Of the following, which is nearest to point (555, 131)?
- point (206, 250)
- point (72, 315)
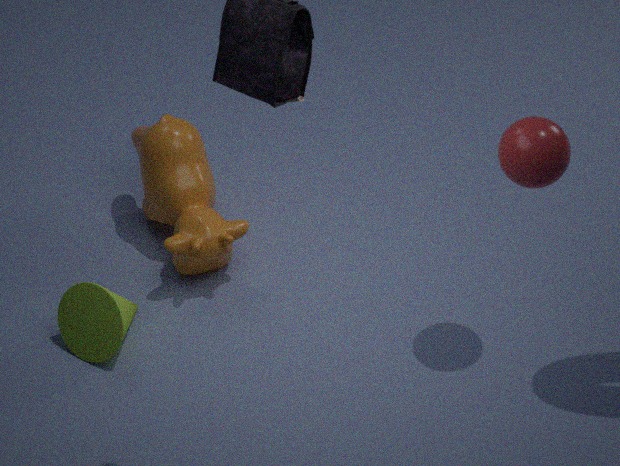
point (206, 250)
